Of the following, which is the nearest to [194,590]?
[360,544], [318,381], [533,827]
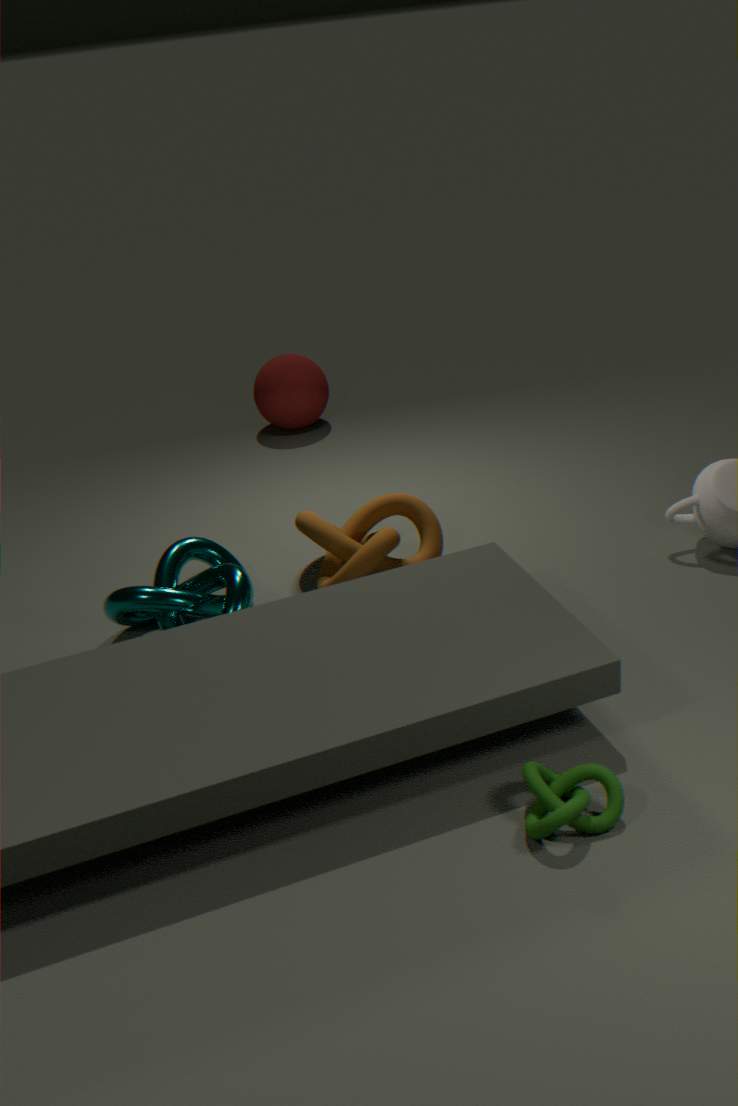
[360,544]
